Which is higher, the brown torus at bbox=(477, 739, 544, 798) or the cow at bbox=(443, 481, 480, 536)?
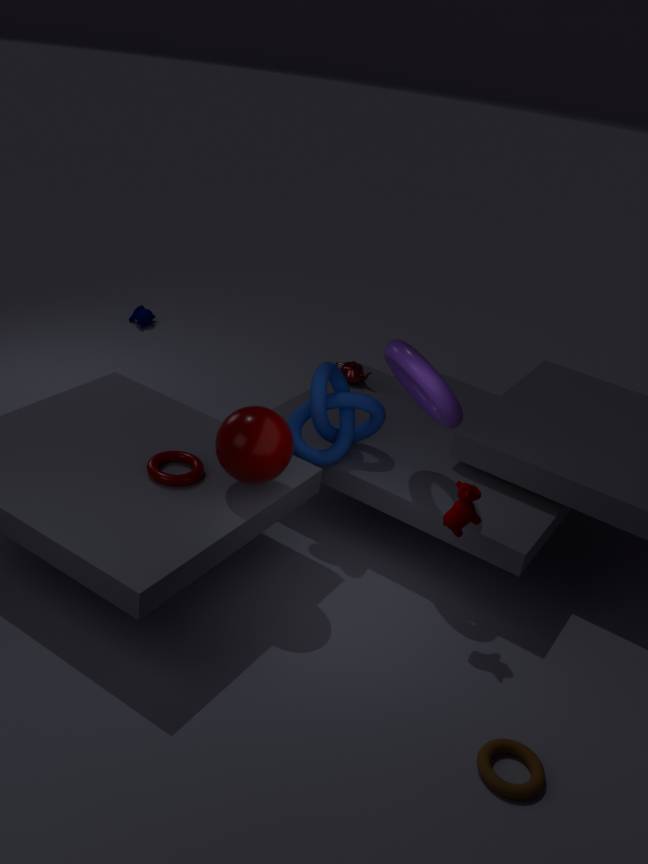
the cow at bbox=(443, 481, 480, 536)
